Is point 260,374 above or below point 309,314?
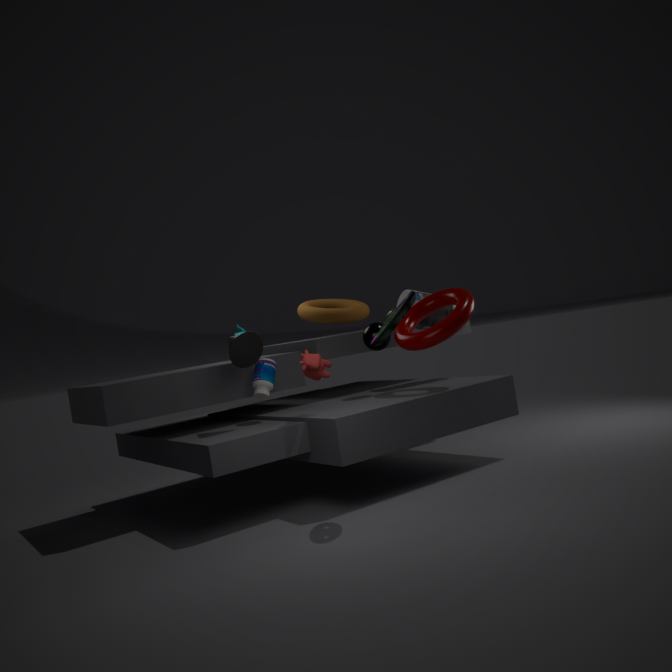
below
